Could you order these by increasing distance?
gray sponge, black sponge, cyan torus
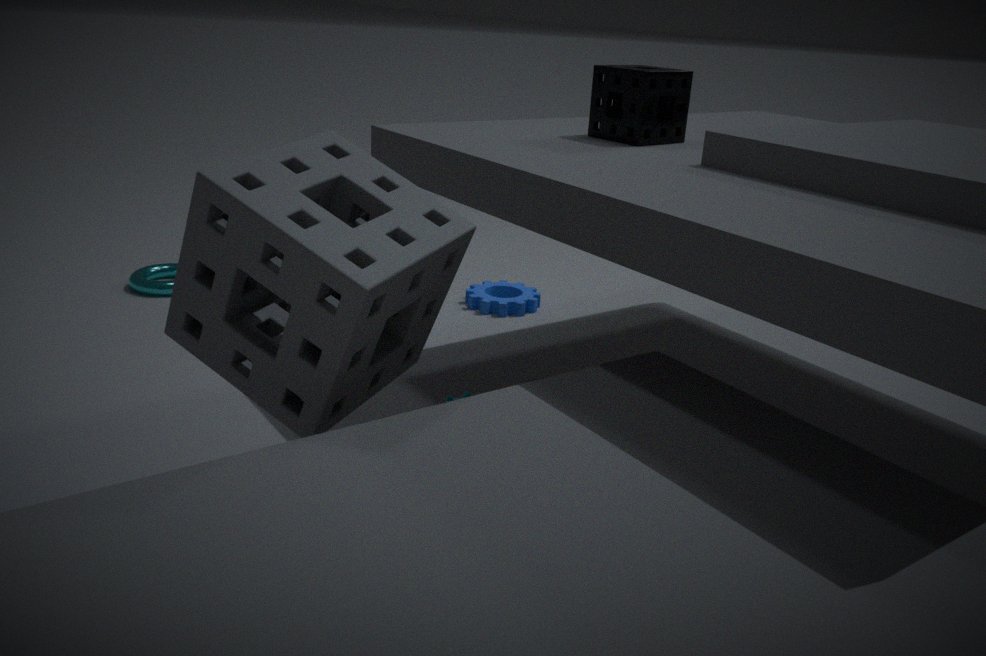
gray sponge, black sponge, cyan torus
